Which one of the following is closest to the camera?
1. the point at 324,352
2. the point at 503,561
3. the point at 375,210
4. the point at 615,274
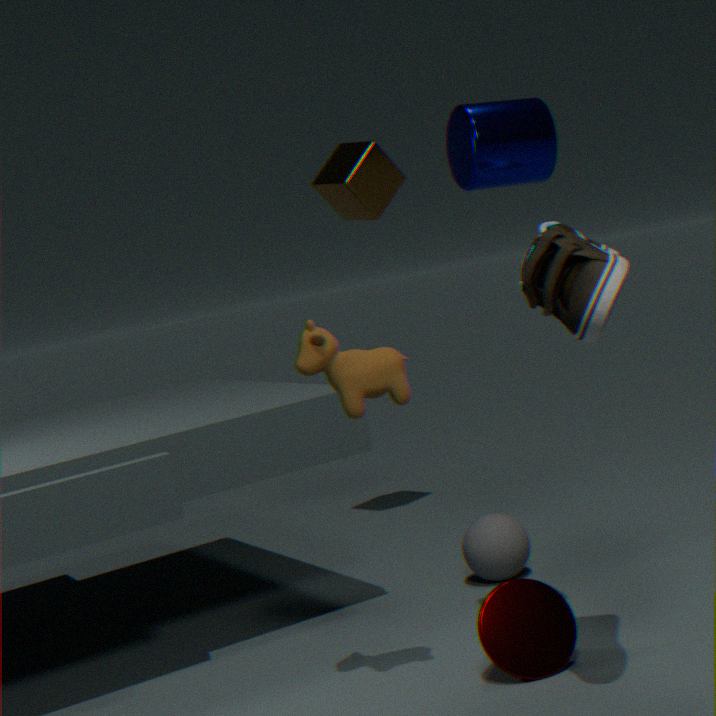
the point at 615,274
